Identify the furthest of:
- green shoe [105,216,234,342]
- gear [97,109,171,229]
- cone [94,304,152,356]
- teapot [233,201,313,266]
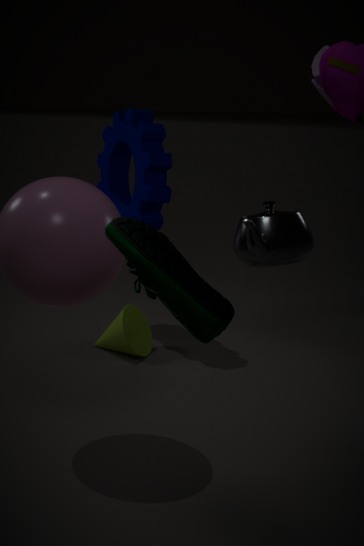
gear [97,109,171,229]
